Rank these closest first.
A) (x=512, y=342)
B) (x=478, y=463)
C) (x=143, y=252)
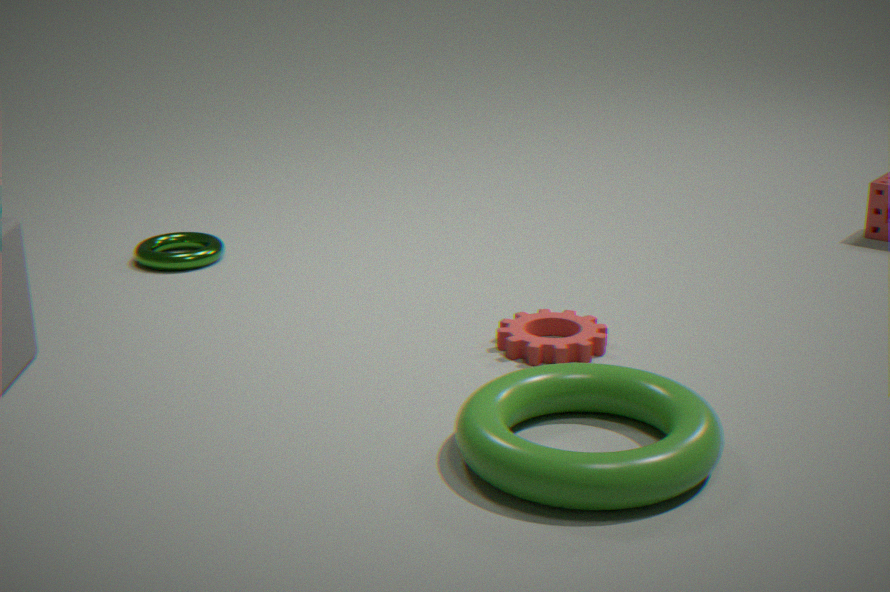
1. (x=478, y=463)
2. (x=512, y=342)
3. (x=143, y=252)
